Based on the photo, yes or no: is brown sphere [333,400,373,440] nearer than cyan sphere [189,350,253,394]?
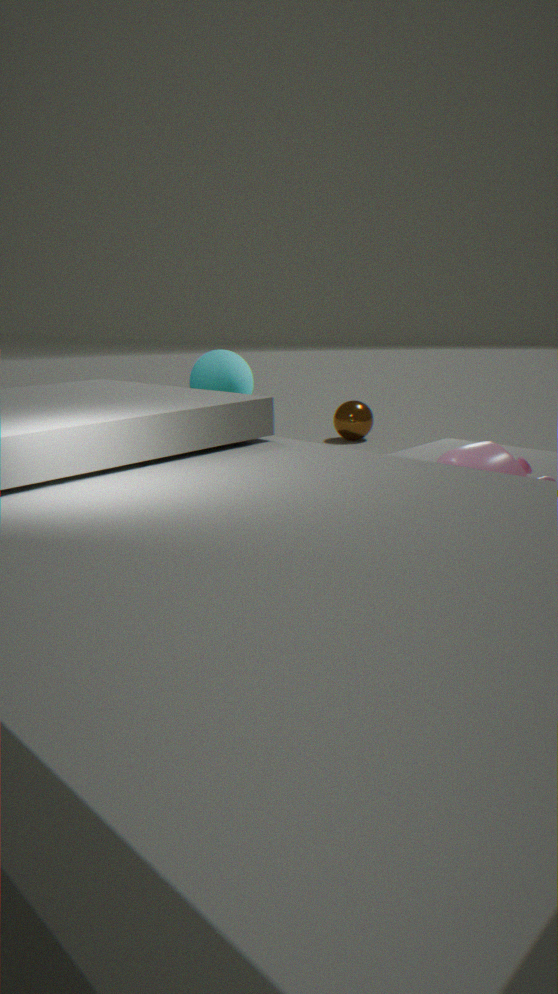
No
